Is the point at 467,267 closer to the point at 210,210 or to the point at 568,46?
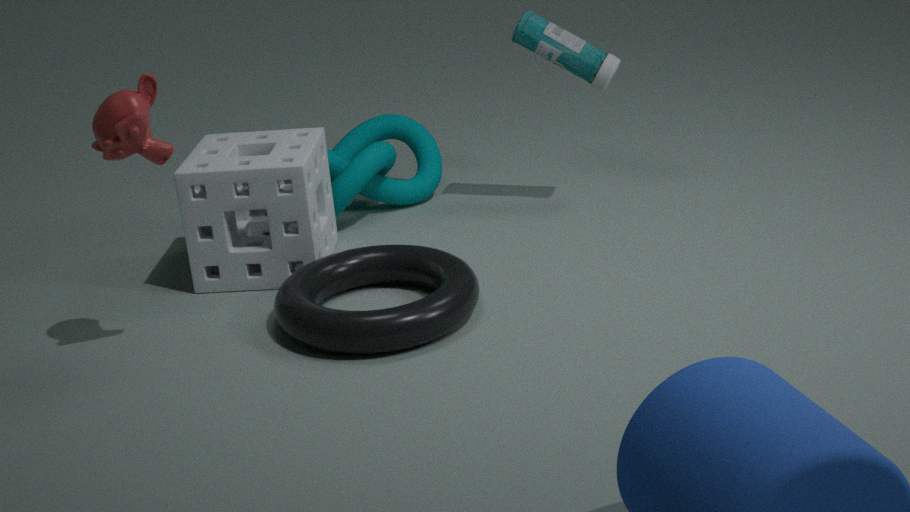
the point at 210,210
